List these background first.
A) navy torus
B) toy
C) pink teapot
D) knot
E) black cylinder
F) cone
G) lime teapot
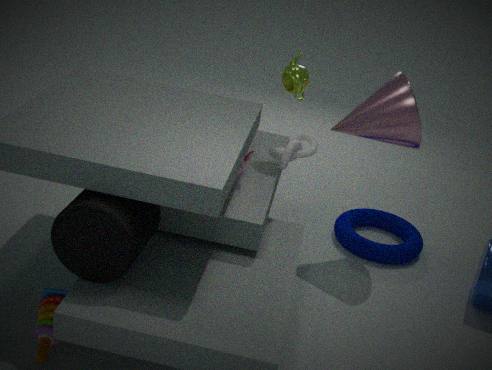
navy torus < lime teapot < knot < cone < pink teapot < toy < black cylinder
